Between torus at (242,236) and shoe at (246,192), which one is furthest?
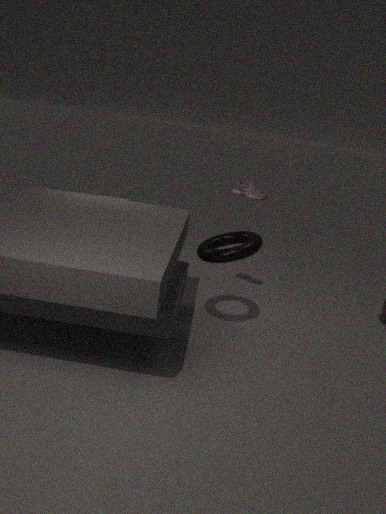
shoe at (246,192)
